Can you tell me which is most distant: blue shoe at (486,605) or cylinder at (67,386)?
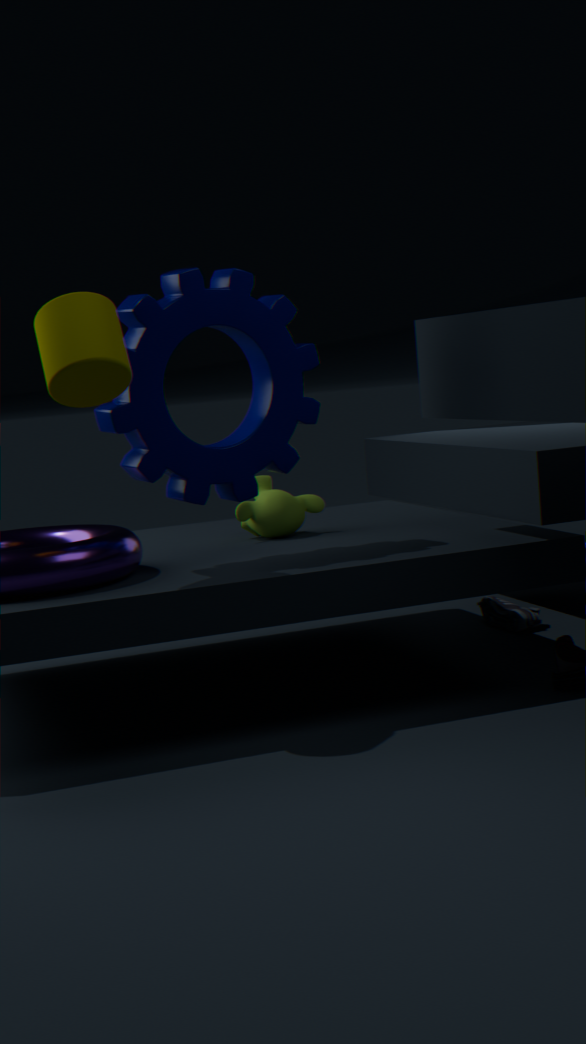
blue shoe at (486,605)
